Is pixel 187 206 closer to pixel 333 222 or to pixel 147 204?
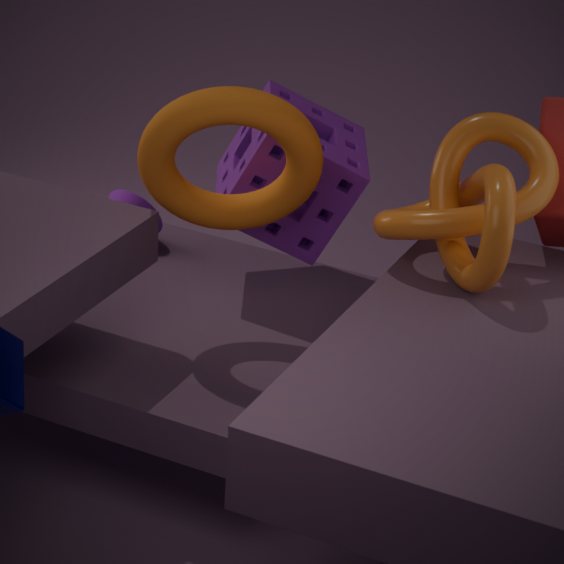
pixel 333 222
